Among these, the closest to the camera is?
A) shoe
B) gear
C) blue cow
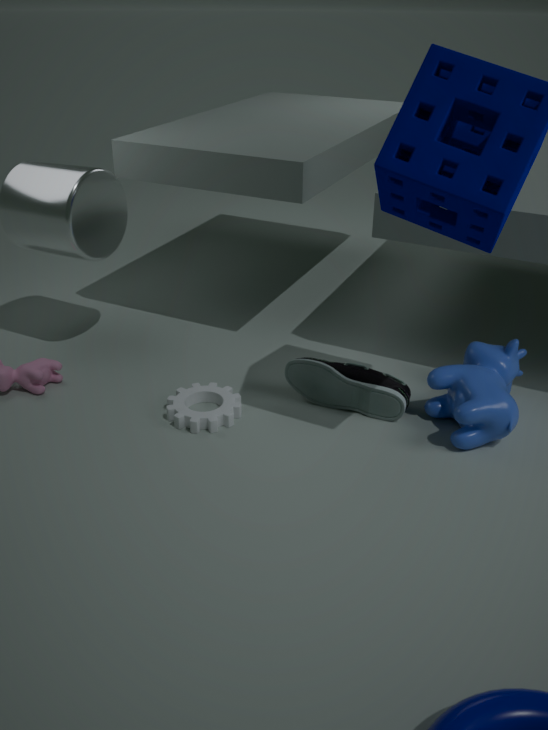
blue cow
